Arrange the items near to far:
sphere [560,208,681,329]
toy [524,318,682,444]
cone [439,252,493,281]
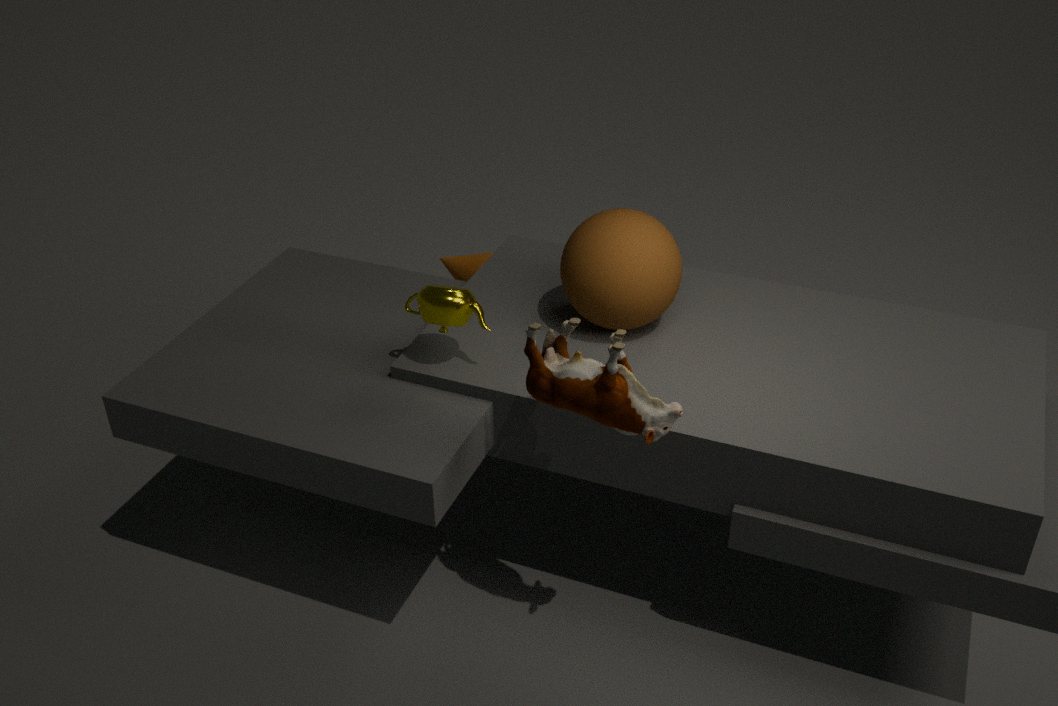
toy [524,318,682,444] → sphere [560,208,681,329] → cone [439,252,493,281]
